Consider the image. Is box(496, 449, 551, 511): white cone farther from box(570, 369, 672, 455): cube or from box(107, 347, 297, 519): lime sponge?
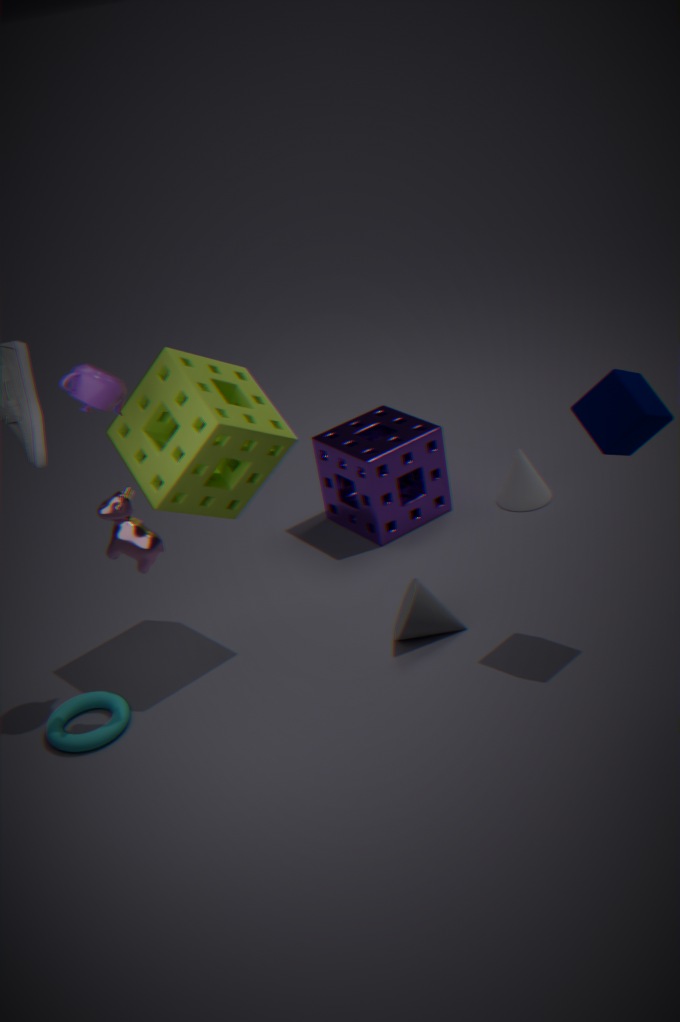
box(107, 347, 297, 519): lime sponge
